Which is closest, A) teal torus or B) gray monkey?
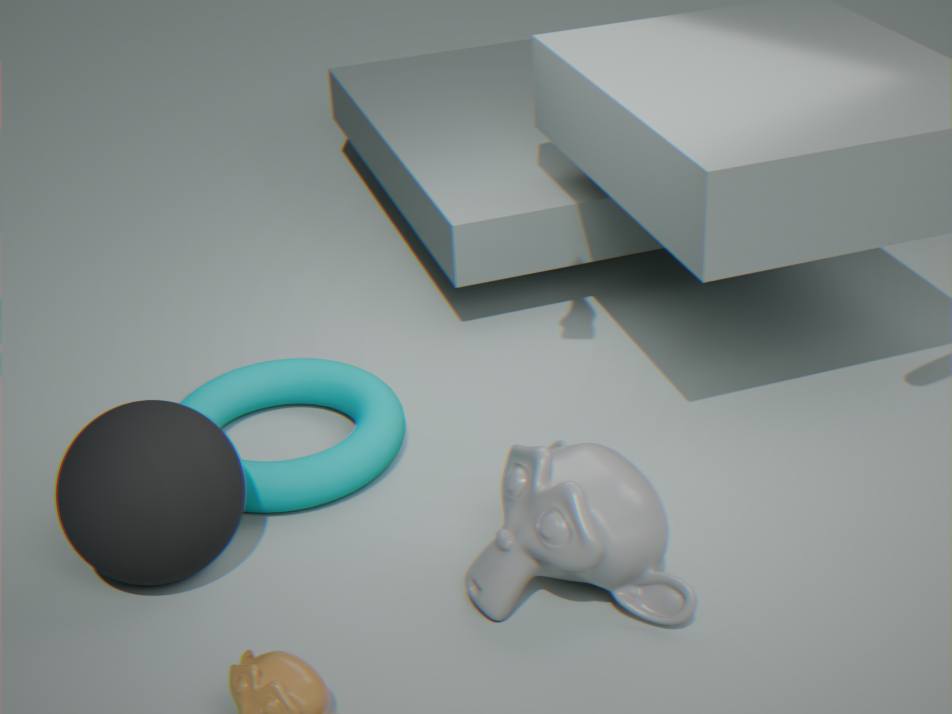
B. gray monkey
